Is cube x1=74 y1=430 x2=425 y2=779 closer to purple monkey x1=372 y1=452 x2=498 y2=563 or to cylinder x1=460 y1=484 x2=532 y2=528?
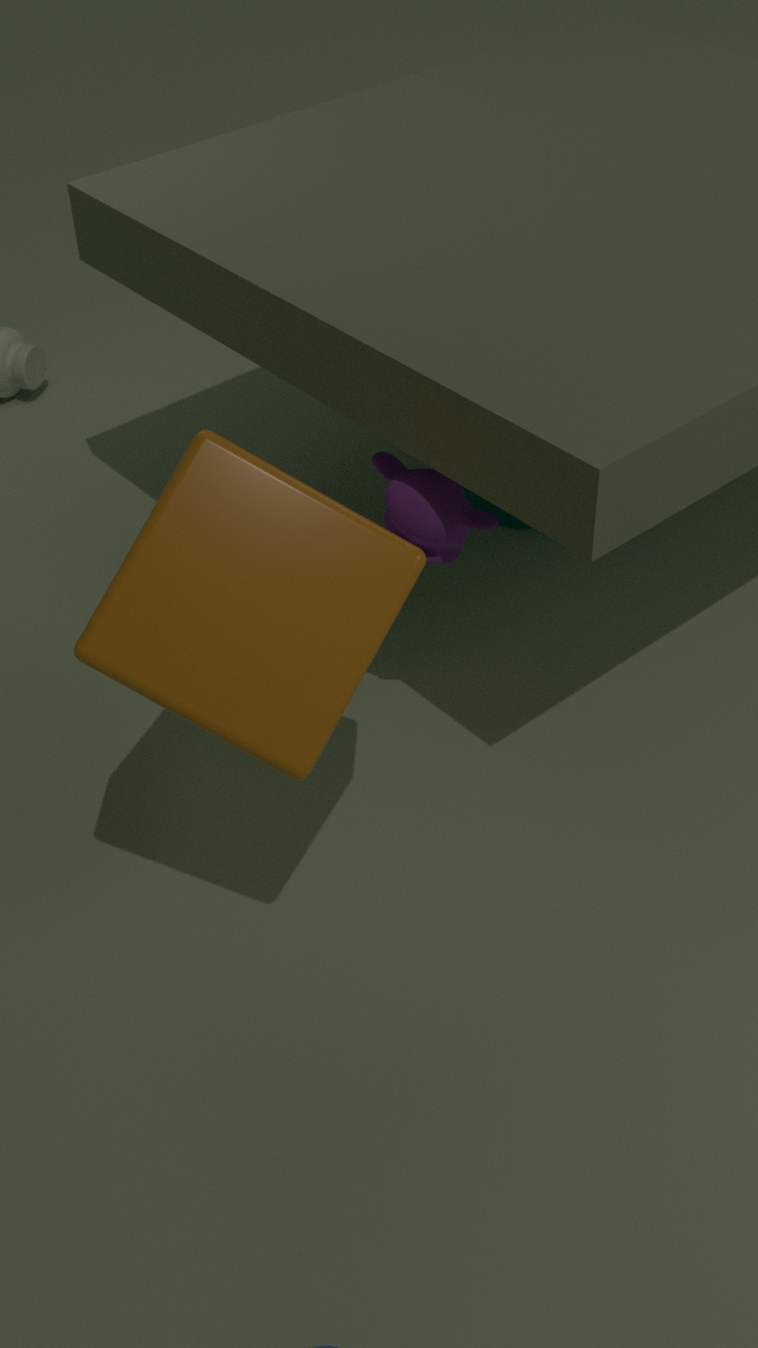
purple monkey x1=372 y1=452 x2=498 y2=563
